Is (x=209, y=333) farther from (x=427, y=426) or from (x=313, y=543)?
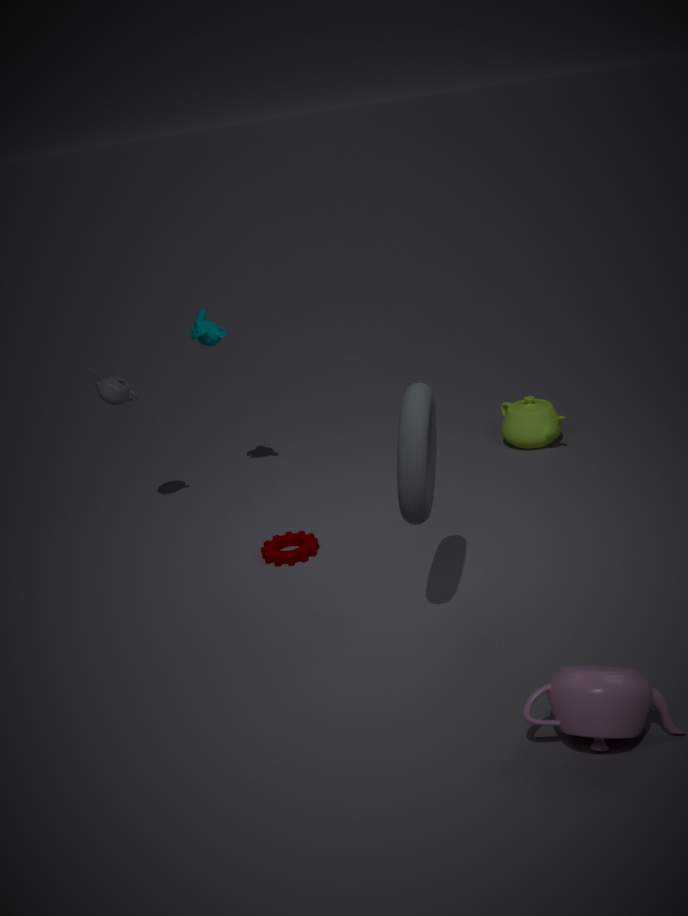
(x=427, y=426)
